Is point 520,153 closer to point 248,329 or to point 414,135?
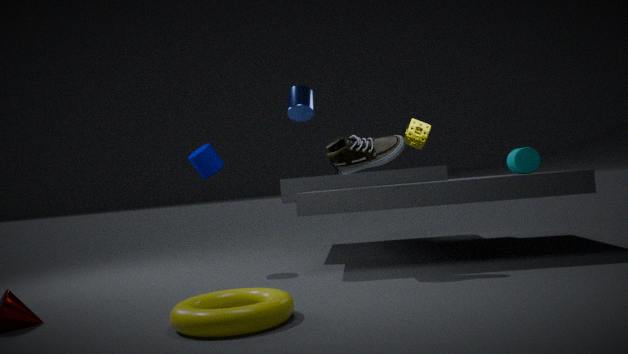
point 414,135
